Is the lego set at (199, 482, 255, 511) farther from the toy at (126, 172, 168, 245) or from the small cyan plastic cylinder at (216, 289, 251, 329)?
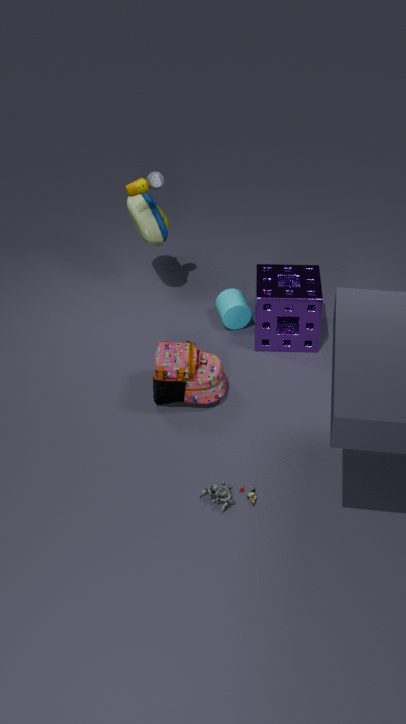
the toy at (126, 172, 168, 245)
